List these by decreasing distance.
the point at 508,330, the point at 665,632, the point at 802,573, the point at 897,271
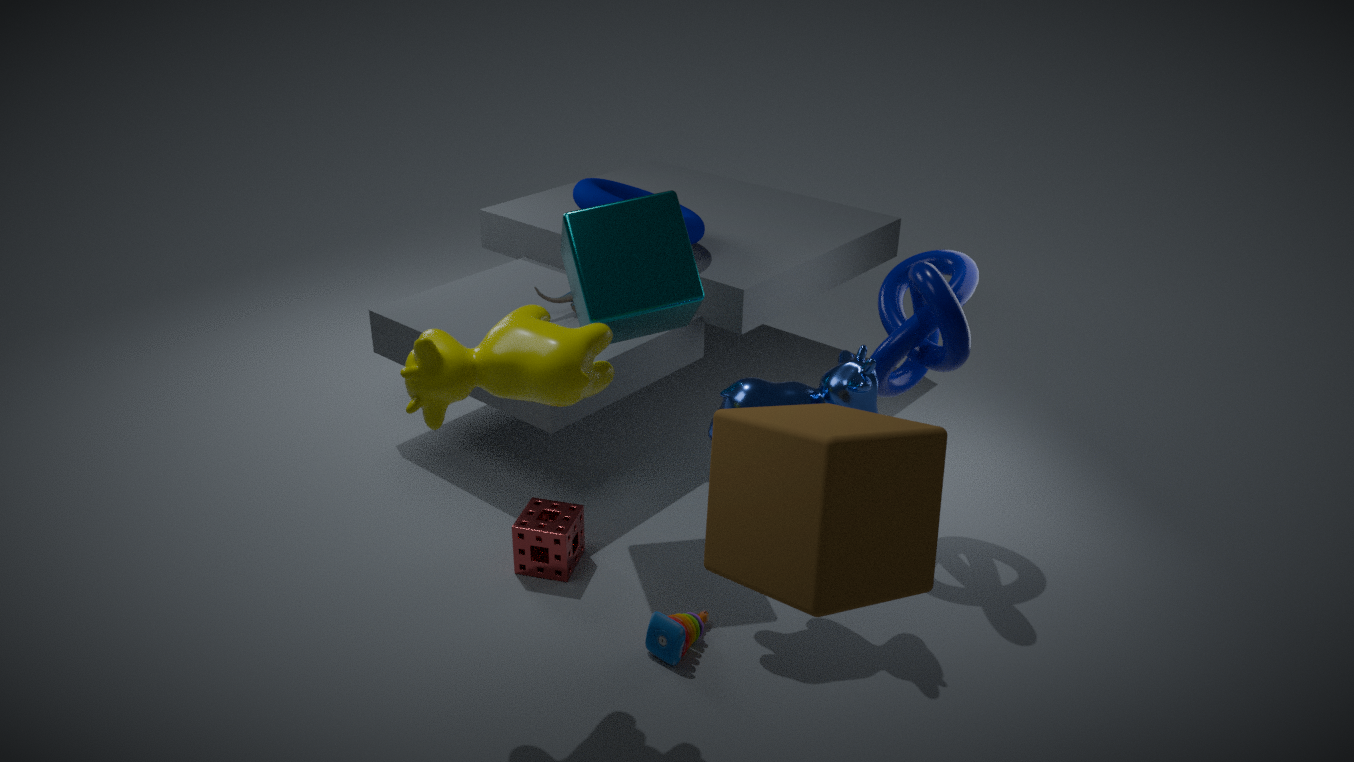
the point at 897,271
the point at 665,632
the point at 508,330
the point at 802,573
